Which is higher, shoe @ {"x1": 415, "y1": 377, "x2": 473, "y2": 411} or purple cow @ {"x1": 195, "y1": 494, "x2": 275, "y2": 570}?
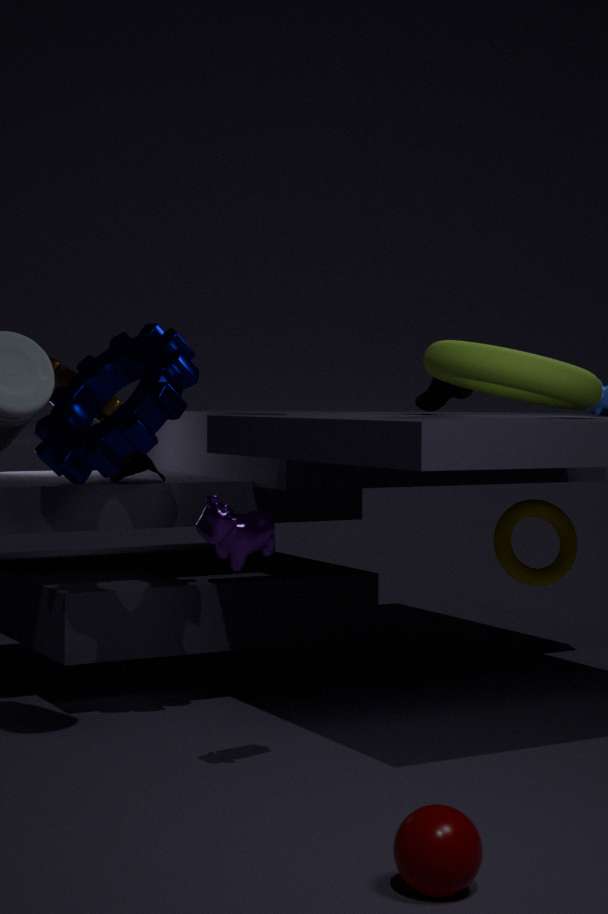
shoe @ {"x1": 415, "y1": 377, "x2": 473, "y2": 411}
